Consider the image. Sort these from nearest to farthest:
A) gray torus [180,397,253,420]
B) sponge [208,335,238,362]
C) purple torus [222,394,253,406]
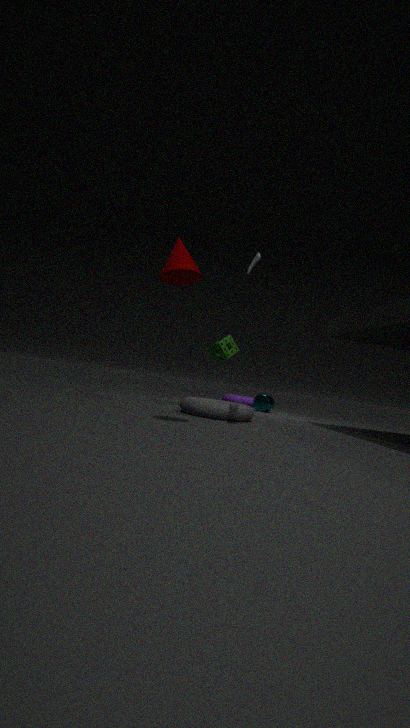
gray torus [180,397,253,420] → sponge [208,335,238,362] → purple torus [222,394,253,406]
